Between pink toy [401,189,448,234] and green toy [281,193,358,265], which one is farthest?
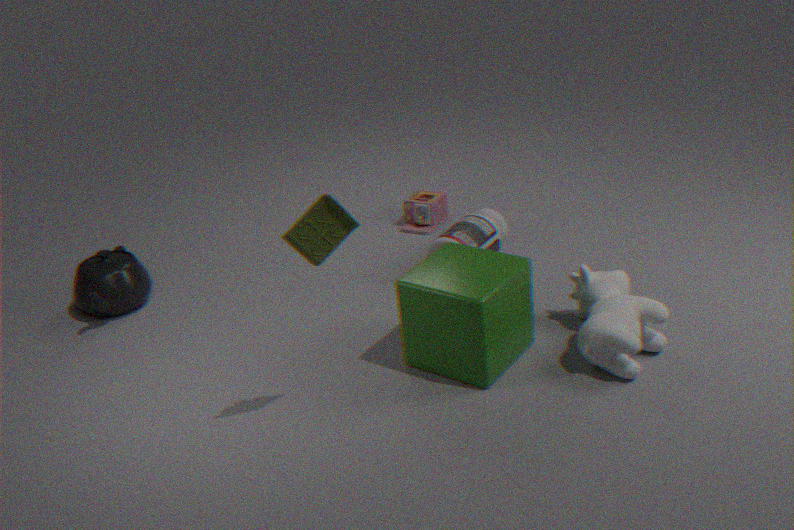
pink toy [401,189,448,234]
